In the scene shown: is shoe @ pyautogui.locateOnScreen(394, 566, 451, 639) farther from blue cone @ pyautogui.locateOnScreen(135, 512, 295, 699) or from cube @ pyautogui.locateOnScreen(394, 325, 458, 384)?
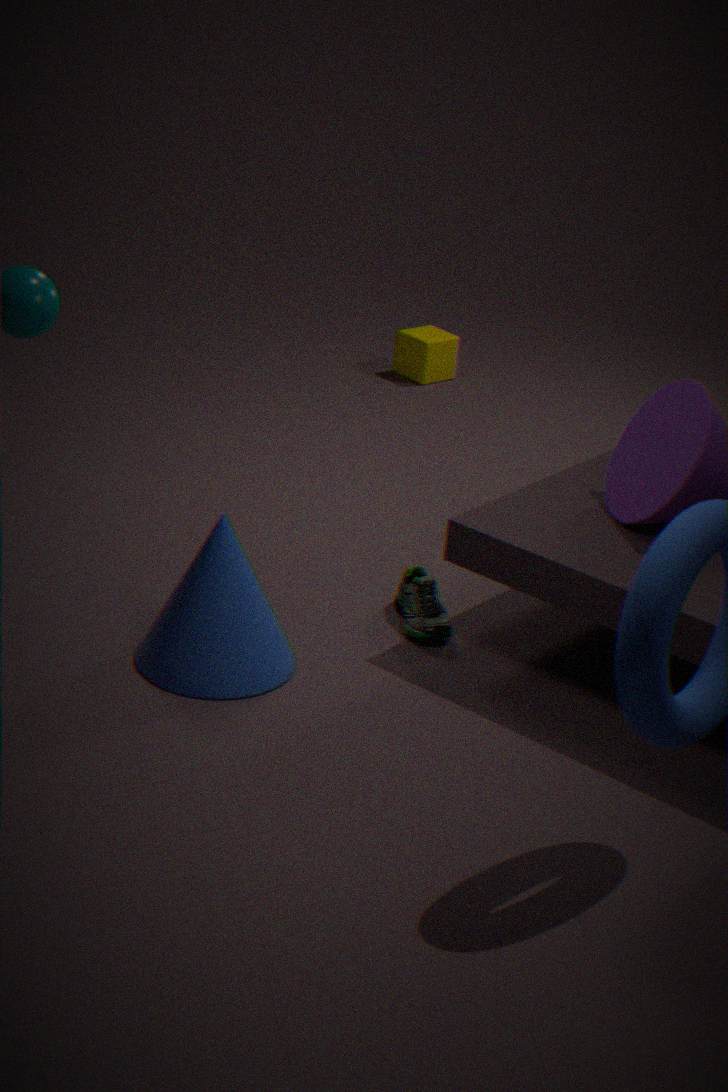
cube @ pyautogui.locateOnScreen(394, 325, 458, 384)
